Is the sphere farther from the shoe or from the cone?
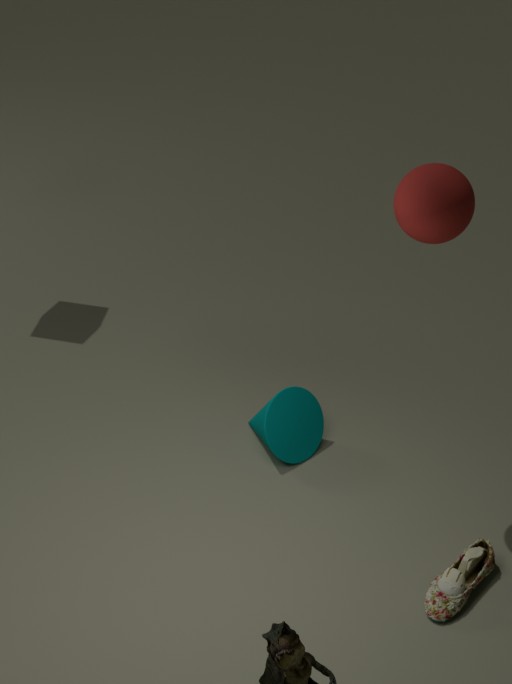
the shoe
